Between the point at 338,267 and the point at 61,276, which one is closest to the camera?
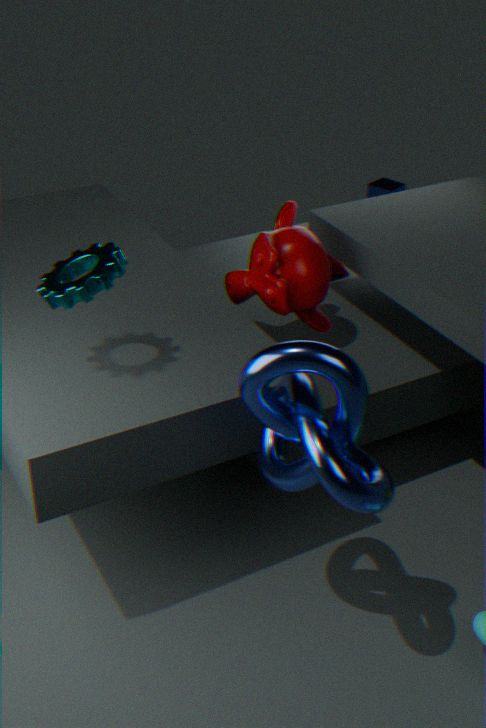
the point at 61,276
